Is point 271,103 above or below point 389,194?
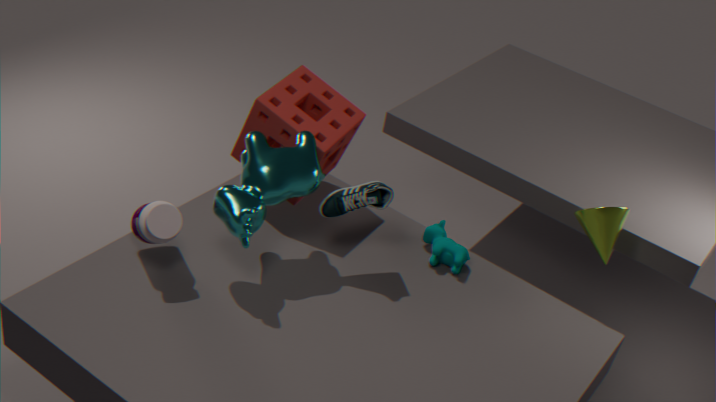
below
